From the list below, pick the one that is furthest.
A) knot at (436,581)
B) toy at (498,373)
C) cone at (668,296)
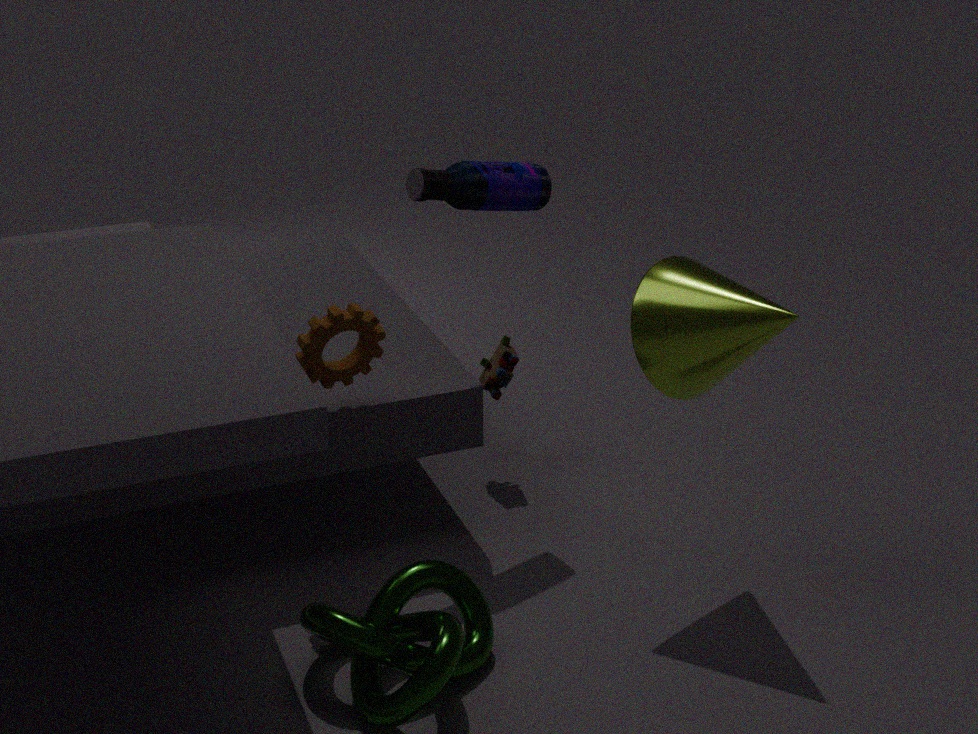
toy at (498,373)
